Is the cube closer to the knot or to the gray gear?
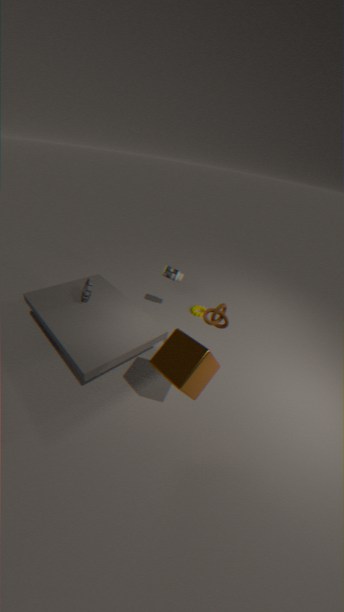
the knot
